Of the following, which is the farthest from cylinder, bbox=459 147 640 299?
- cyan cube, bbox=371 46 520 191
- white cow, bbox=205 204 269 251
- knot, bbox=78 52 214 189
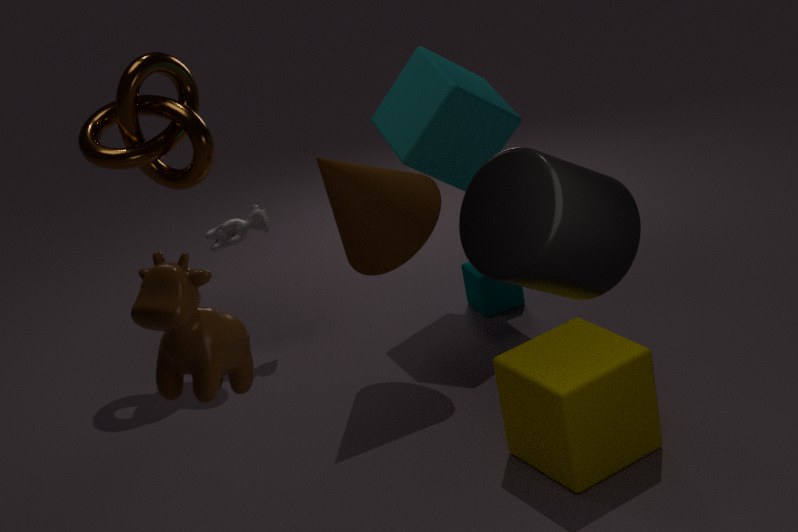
knot, bbox=78 52 214 189
